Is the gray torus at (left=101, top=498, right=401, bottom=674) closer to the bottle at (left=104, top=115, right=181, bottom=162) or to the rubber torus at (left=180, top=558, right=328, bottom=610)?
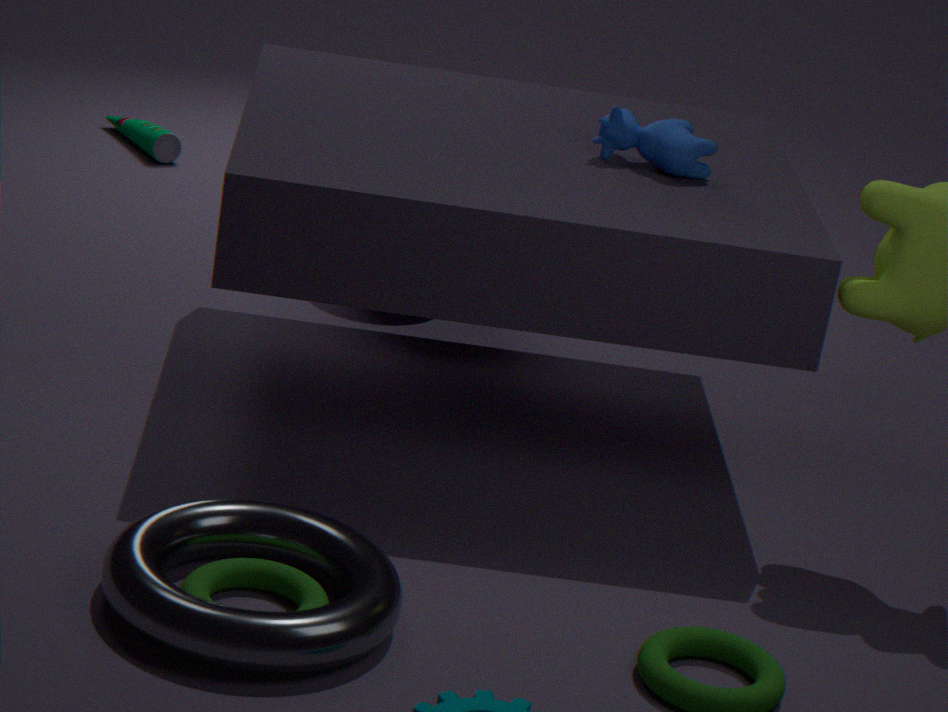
the rubber torus at (left=180, top=558, right=328, bottom=610)
